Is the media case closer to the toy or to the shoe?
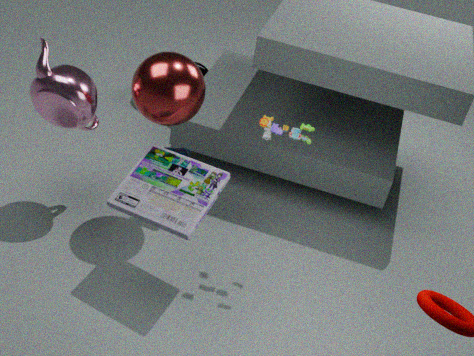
the shoe
